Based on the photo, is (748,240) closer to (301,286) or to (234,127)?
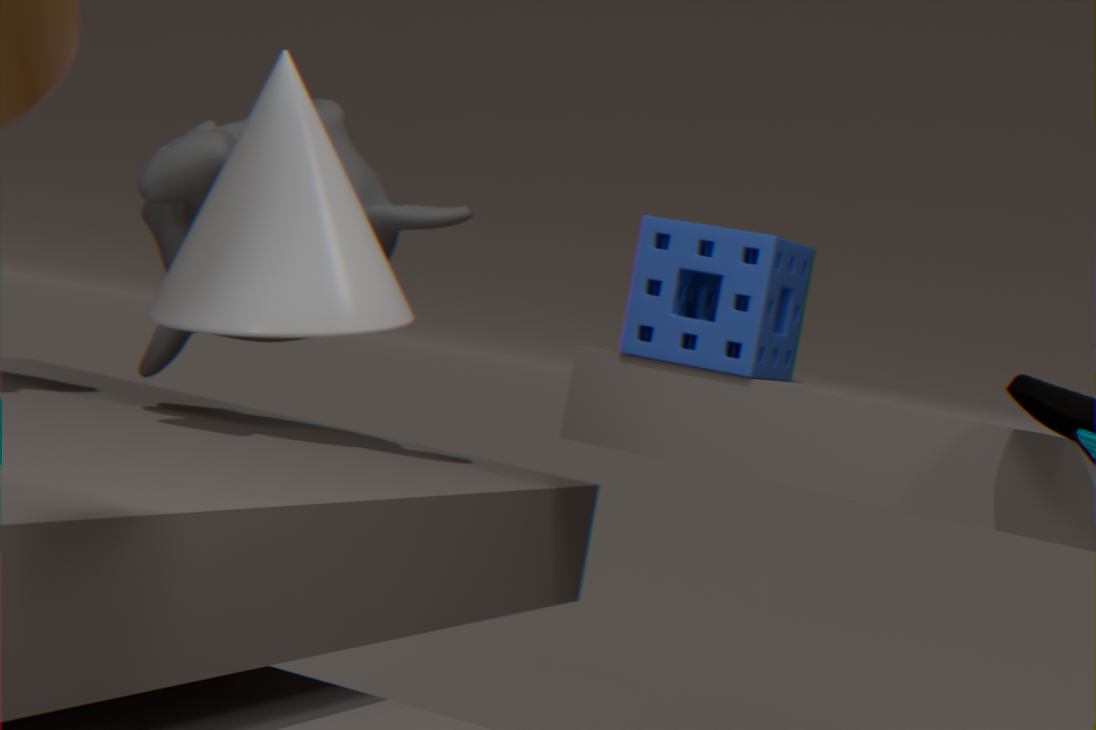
(234,127)
